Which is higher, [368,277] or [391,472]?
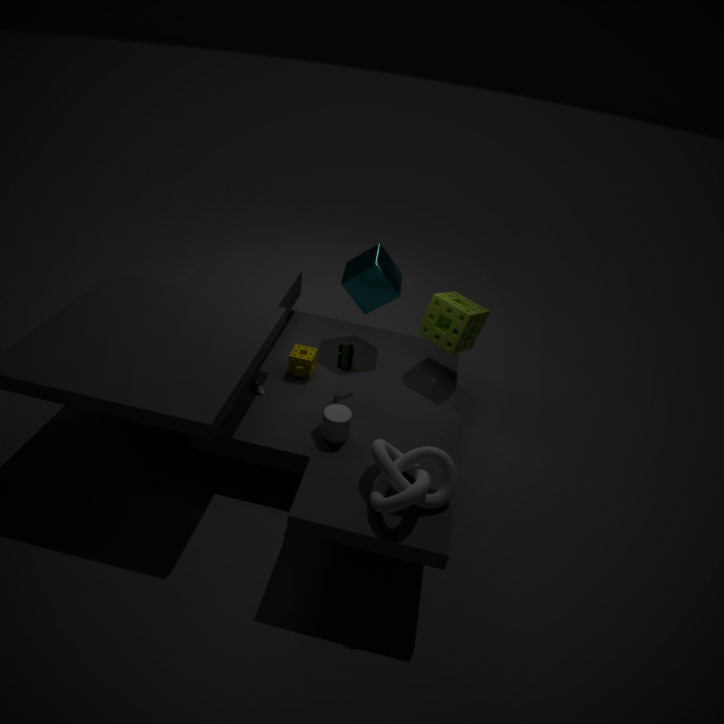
[368,277]
